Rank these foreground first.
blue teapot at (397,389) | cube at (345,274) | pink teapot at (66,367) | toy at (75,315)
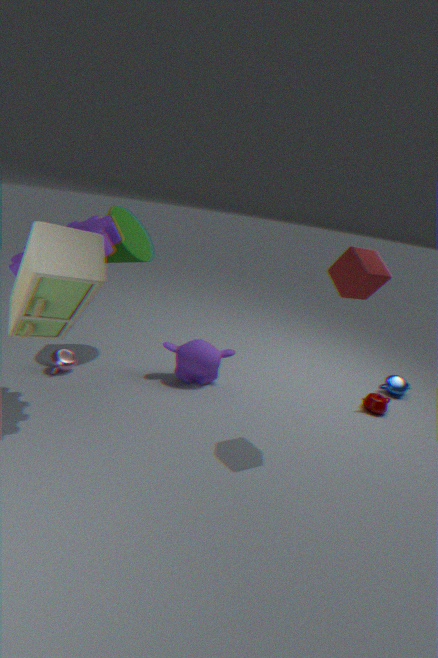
1. toy at (75,315)
2. cube at (345,274)
3. pink teapot at (66,367)
4. blue teapot at (397,389)
